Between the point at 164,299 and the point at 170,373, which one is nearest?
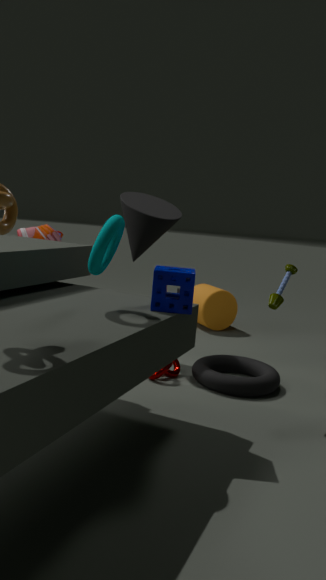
the point at 164,299
